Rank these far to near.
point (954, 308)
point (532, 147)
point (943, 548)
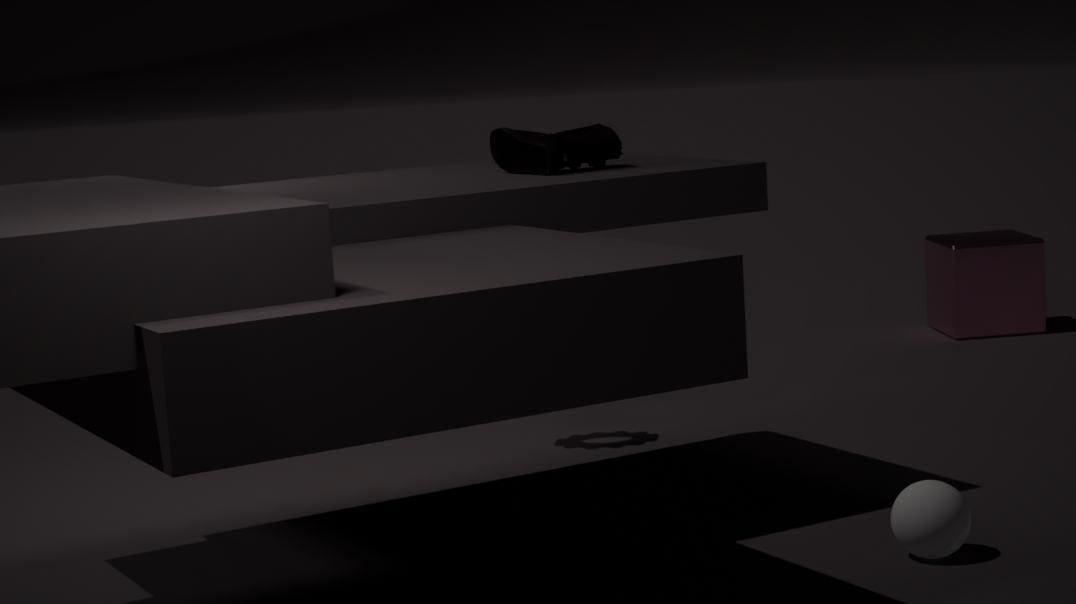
point (954, 308)
point (532, 147)
point (943, 548)
